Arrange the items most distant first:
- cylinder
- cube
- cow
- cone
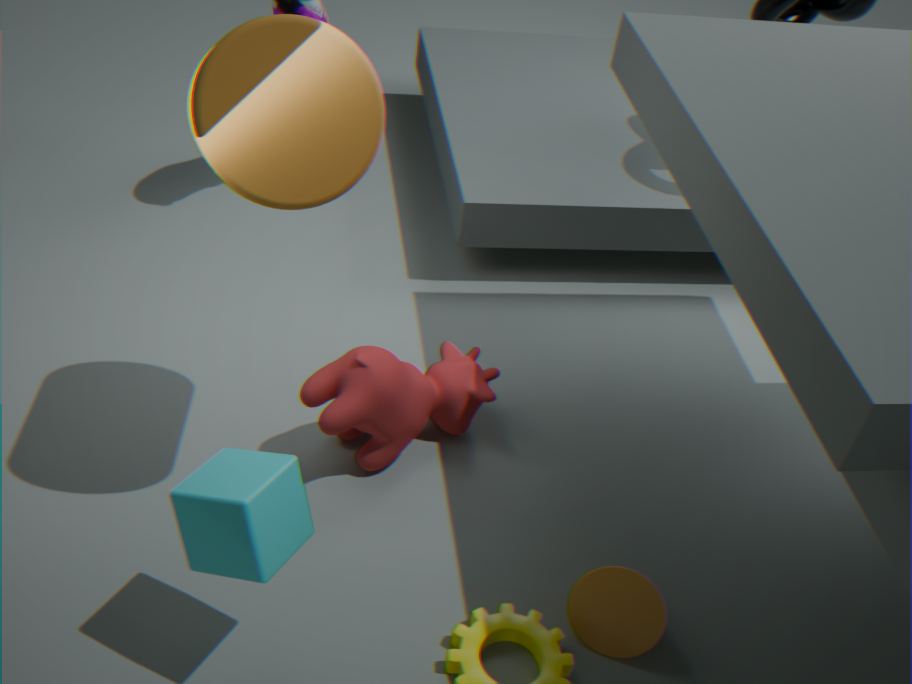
cow
cone
cylinder
cube
